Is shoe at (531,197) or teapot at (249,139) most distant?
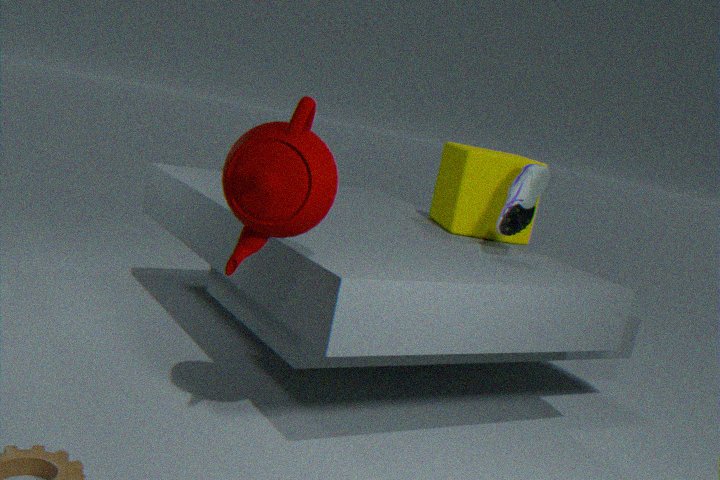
shoe at (531,197)
